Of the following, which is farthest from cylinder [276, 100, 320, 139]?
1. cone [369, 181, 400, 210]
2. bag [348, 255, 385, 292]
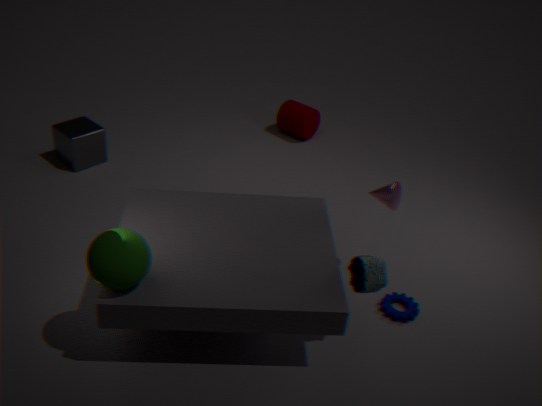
bag [348, 255, 385, 292]
